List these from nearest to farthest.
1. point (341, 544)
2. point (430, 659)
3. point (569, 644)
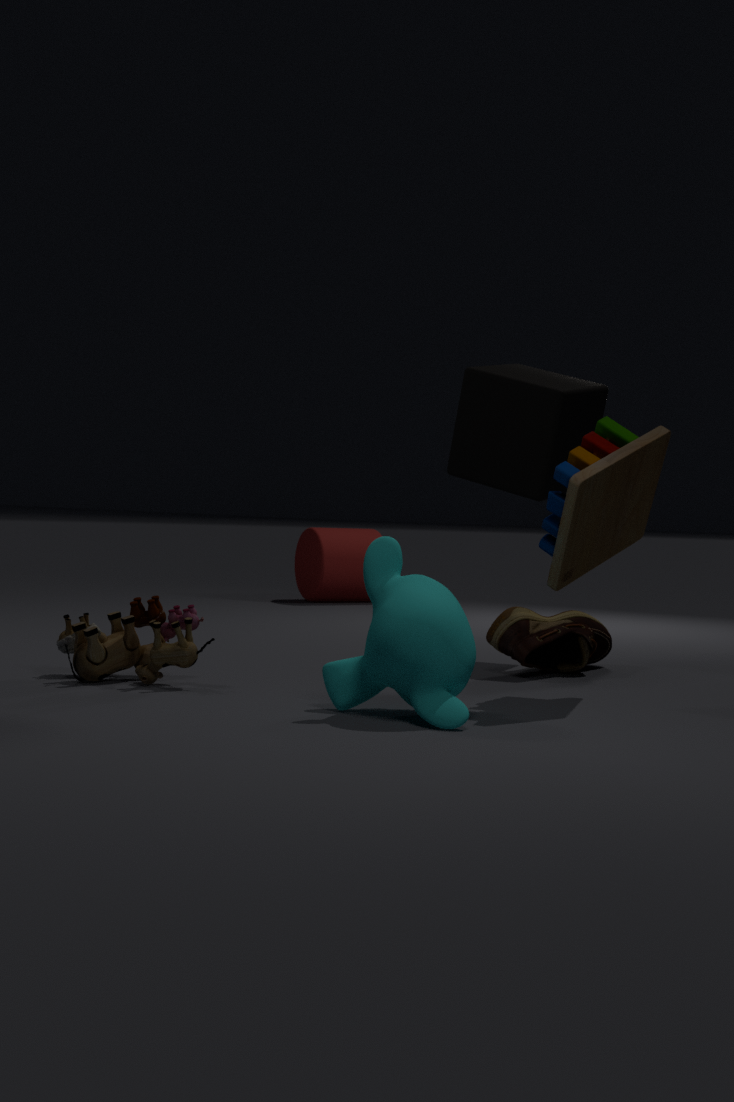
point (430, 659) < point (569, 644) < point (341, 544)
